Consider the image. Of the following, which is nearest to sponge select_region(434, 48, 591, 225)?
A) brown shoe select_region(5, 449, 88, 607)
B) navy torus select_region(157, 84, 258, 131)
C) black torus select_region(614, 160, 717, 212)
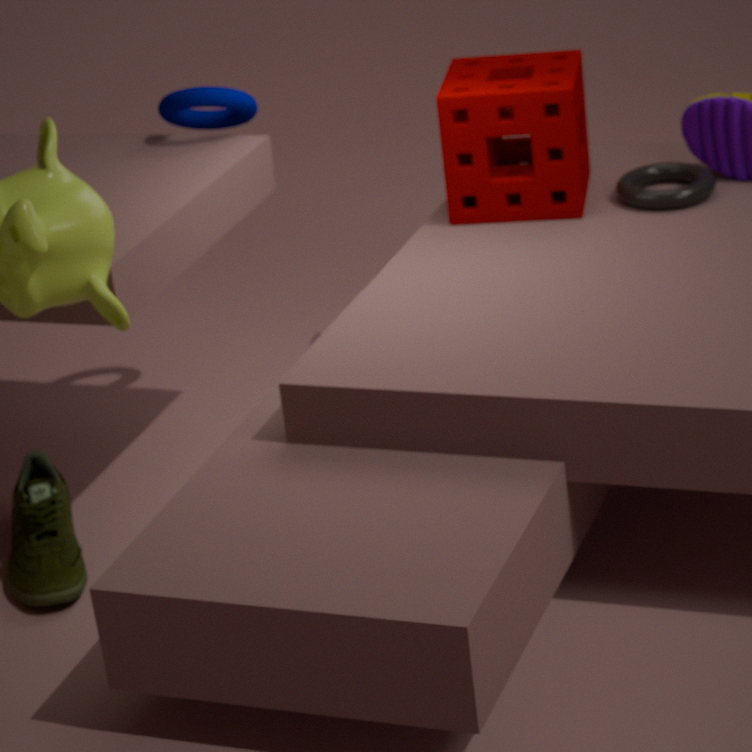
black torus select_region(614, 160, 717, 212)
